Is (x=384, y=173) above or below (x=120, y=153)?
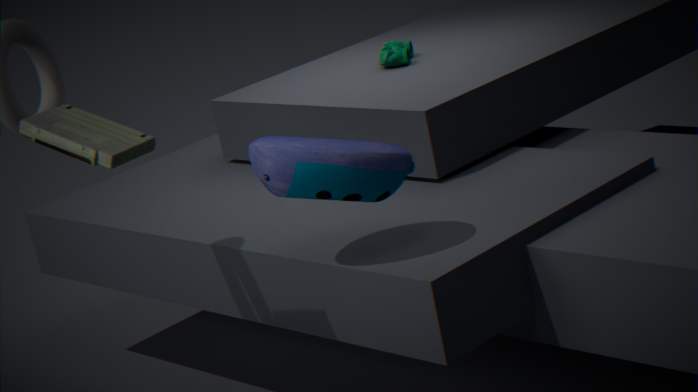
below
